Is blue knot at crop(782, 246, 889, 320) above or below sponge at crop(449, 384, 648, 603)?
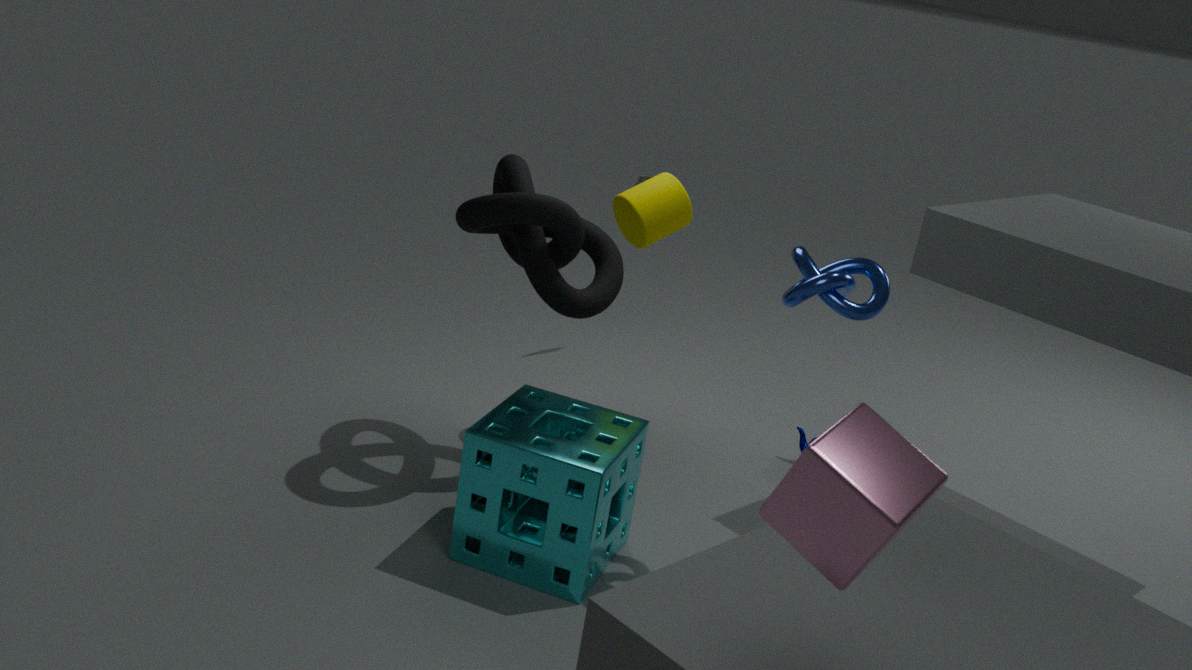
above
